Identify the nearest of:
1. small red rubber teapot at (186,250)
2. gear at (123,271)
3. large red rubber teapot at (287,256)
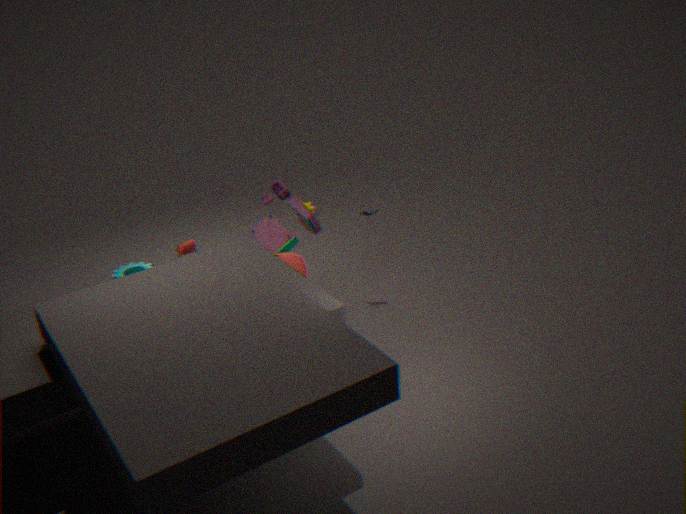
gear at (123,271)
